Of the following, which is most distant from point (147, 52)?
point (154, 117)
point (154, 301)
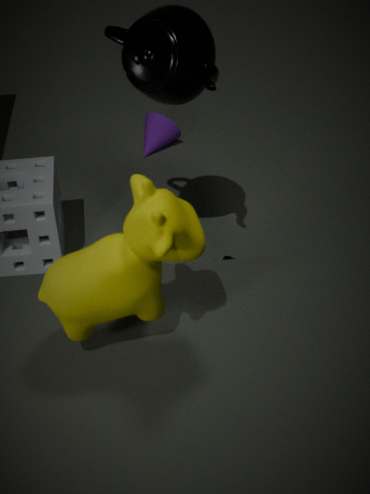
point (154, 117)
